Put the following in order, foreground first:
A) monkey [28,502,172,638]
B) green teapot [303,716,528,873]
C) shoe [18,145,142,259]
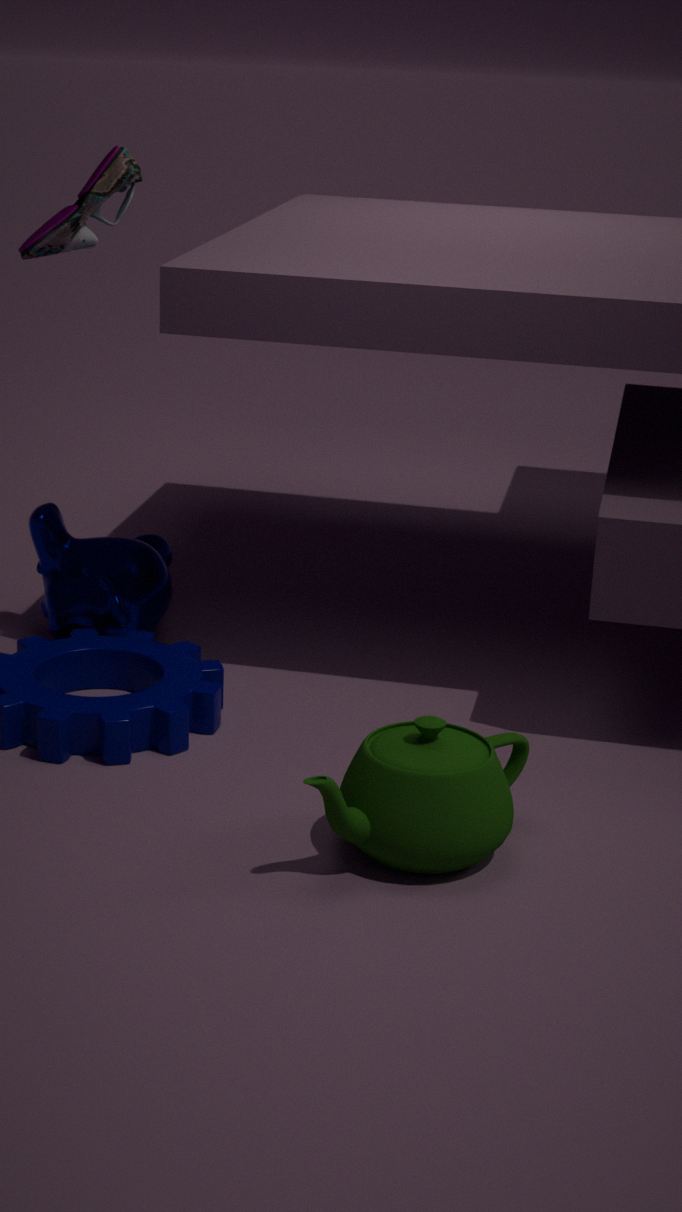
B. green teapot [303,716,528,873] < A. monkey [28,502,172,638] < C. shoe [18,145,142,259]
